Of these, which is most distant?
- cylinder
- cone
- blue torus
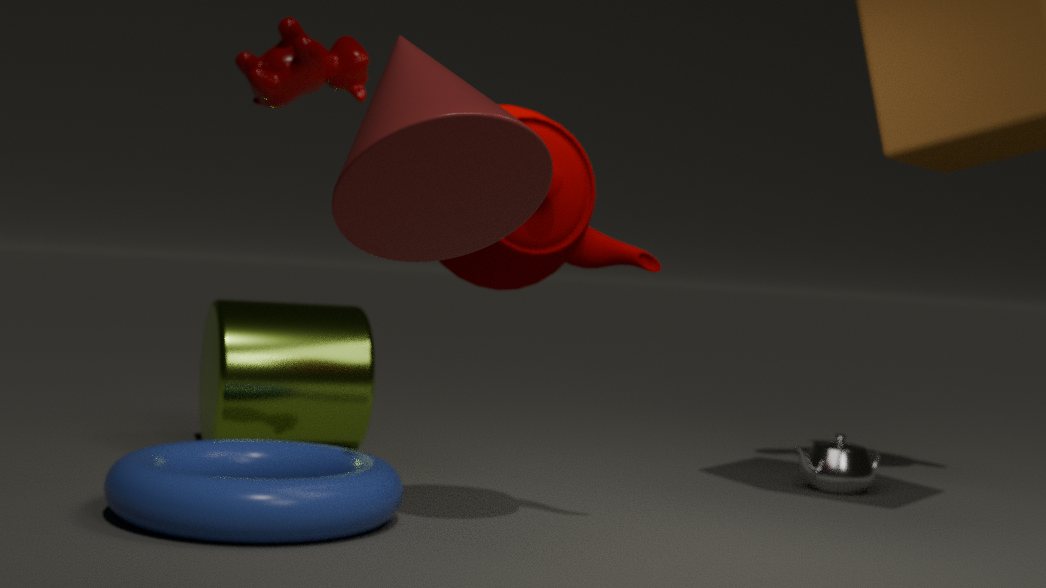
cylinder
